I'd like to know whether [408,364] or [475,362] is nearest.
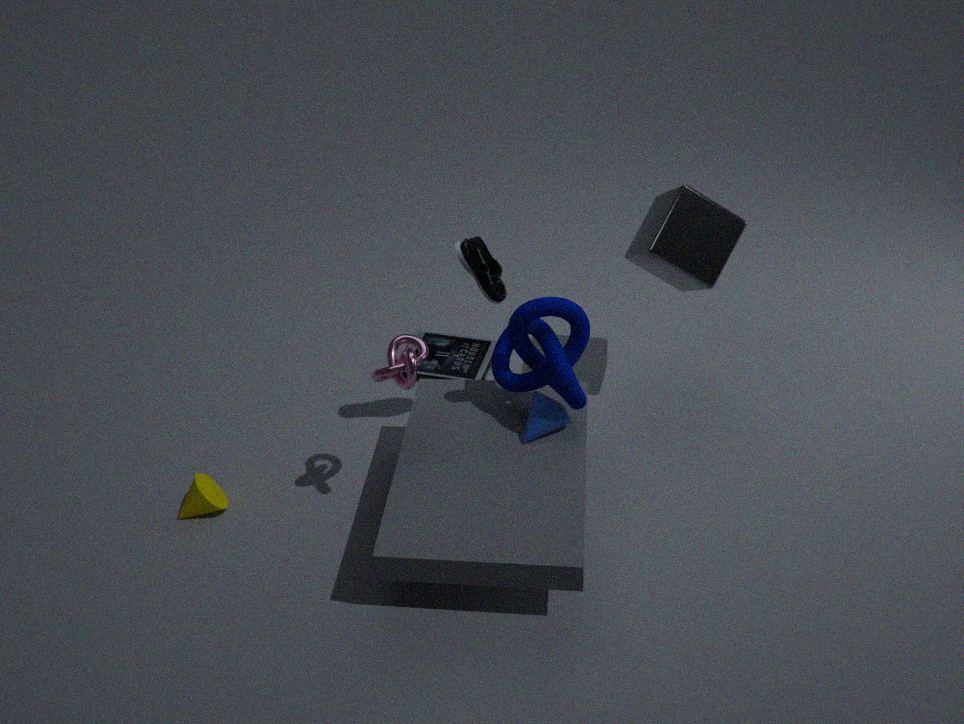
[408,364]
